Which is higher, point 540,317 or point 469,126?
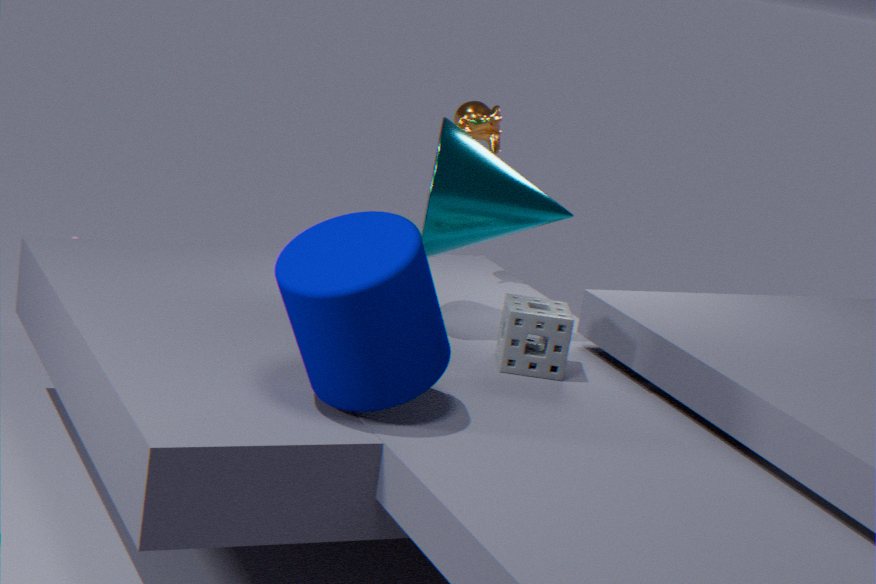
point 469,126
